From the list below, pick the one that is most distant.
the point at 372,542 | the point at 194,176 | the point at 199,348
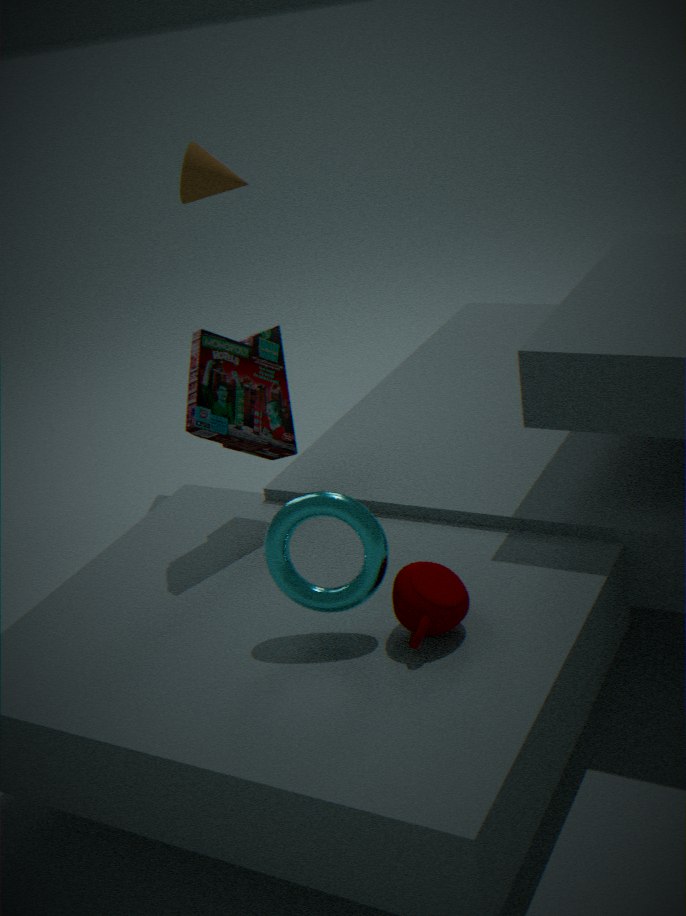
the point at 194,176
